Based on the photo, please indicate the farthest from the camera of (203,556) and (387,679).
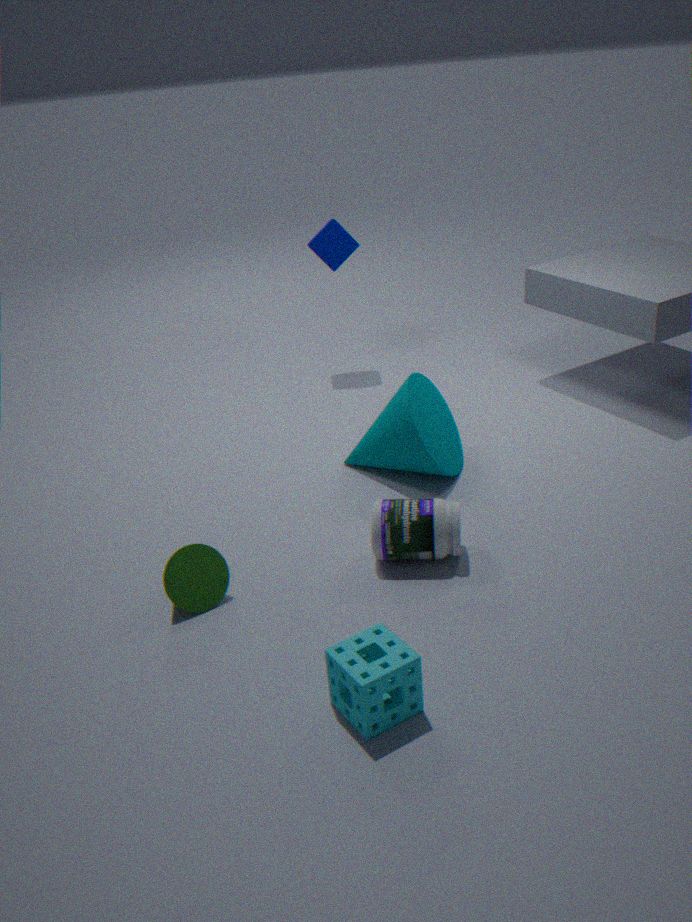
(203,556)
